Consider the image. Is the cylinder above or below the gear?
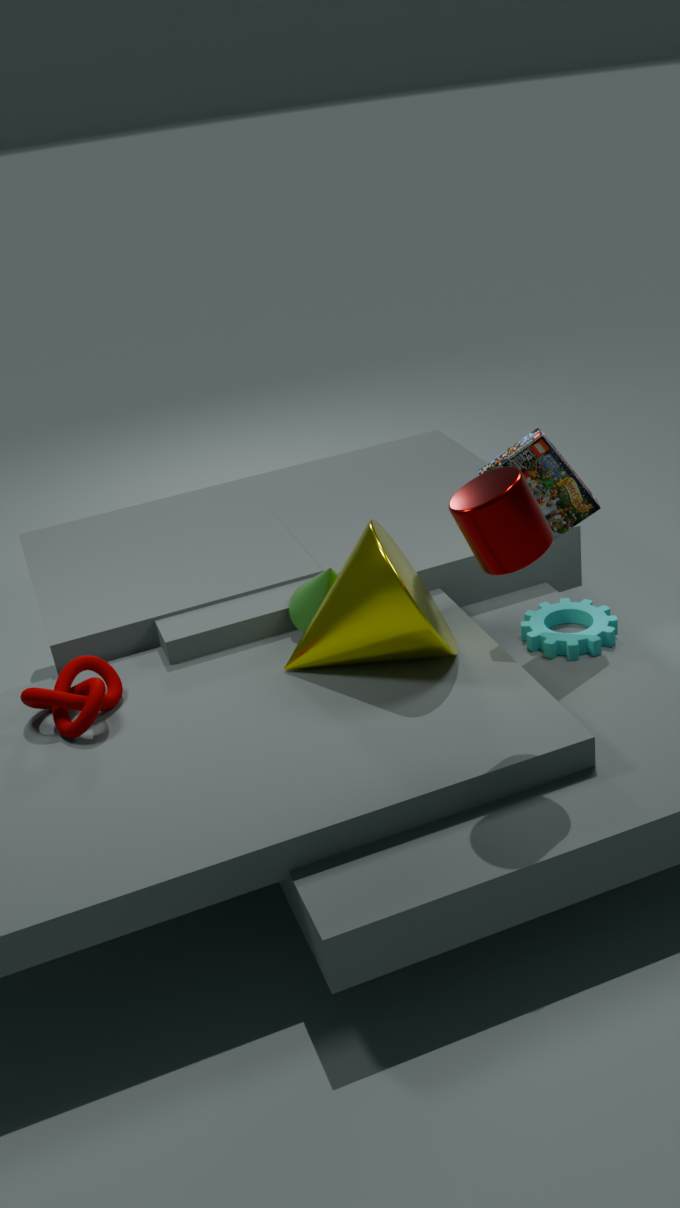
above
